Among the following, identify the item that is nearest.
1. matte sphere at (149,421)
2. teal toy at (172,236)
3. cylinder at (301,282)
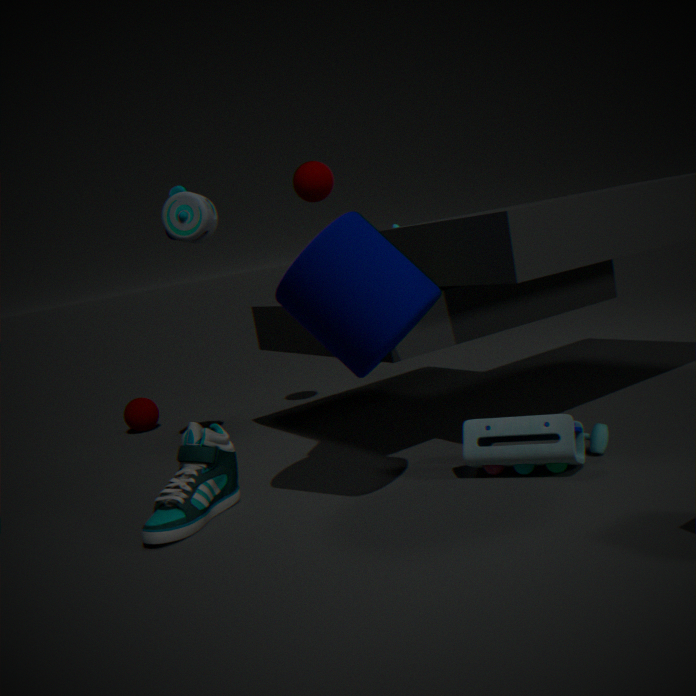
cylinder at (301,282)
